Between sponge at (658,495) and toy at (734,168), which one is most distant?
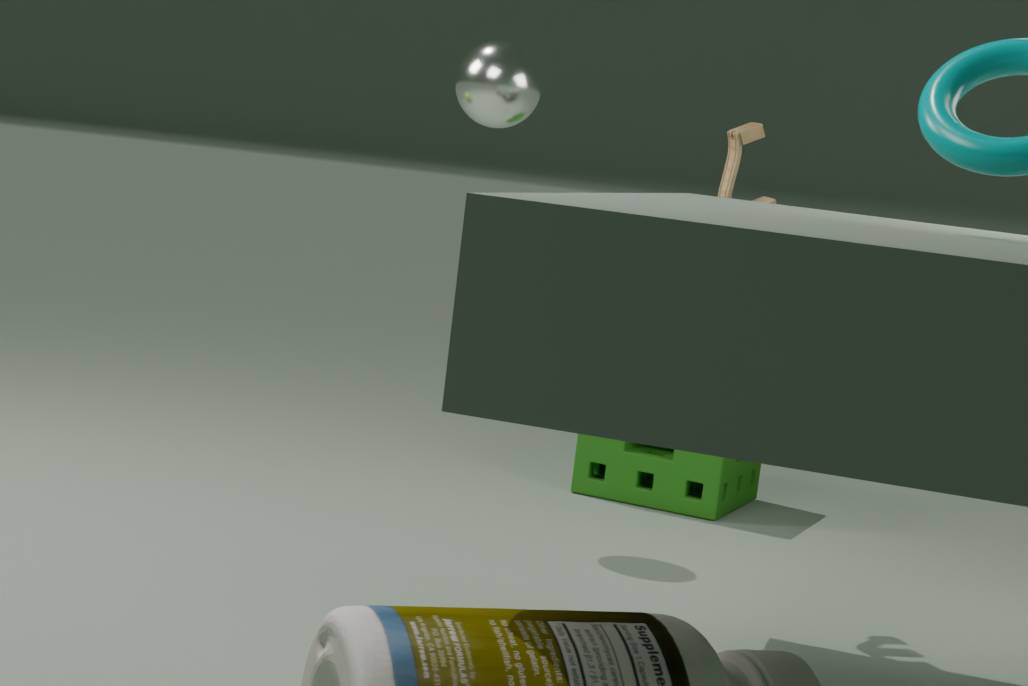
sponge at (658,495)
